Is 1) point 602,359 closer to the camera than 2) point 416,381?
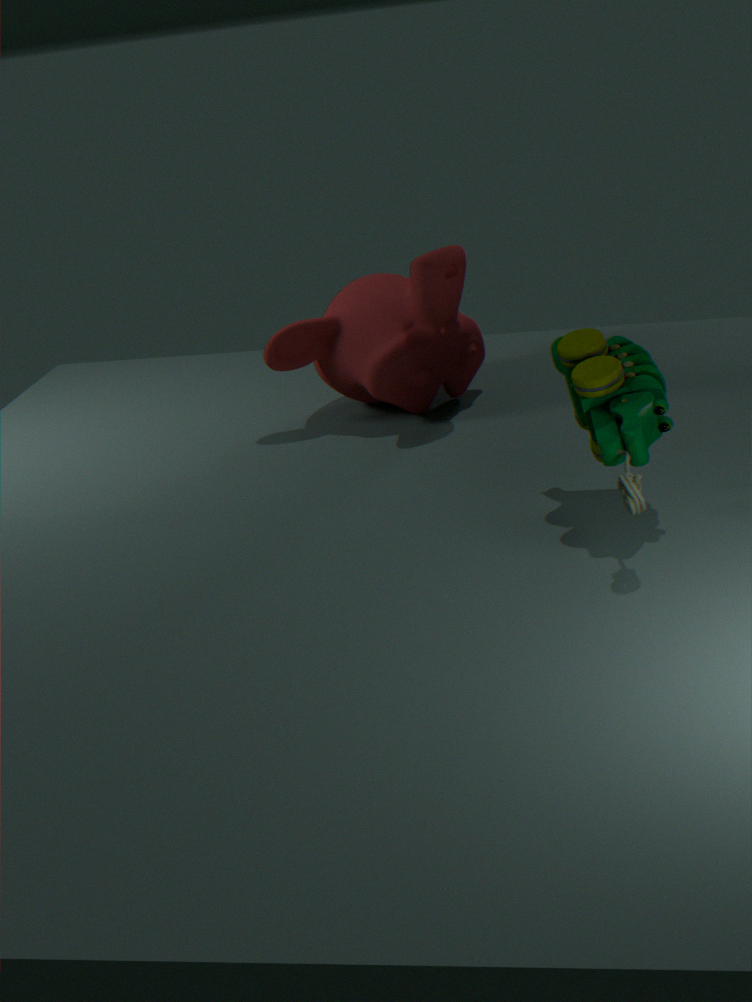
Yes
